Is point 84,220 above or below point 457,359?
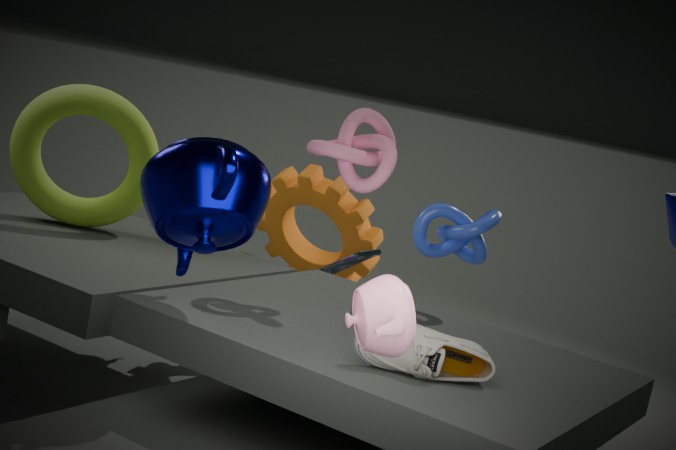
above
